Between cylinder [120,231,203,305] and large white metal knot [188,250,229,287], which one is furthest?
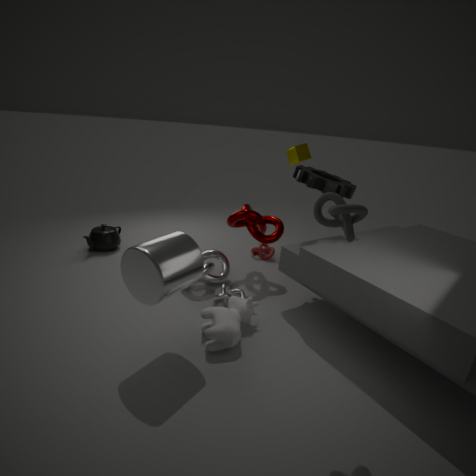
large white metal knot [188,250,229,287]
